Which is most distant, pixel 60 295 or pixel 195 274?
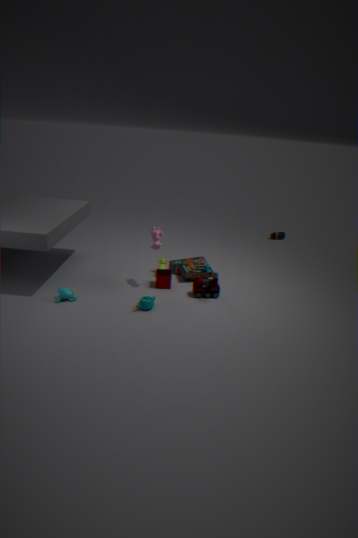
pixel 195 274
